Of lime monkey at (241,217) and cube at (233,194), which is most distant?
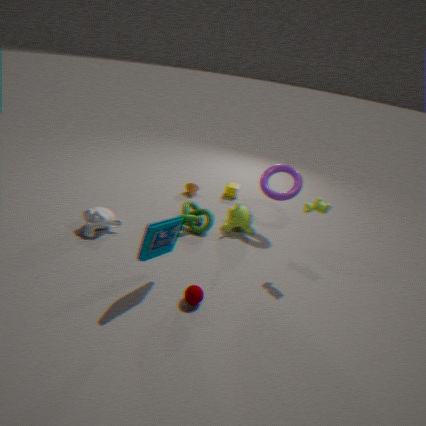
cube at (233,194)
